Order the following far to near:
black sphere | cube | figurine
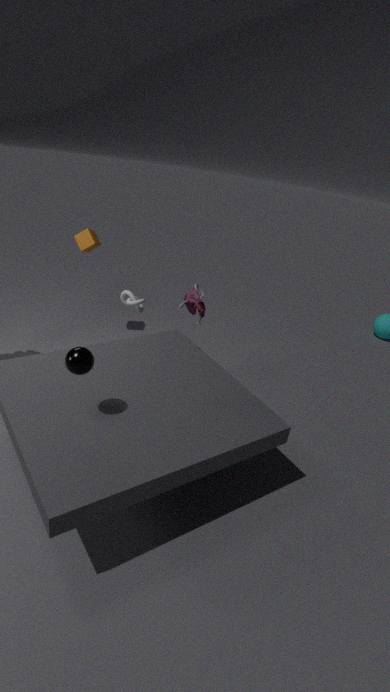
cube → figurine → black sphere
